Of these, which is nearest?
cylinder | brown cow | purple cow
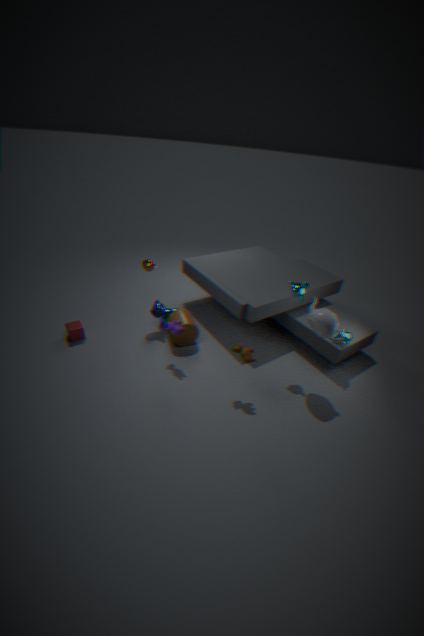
brown cow
